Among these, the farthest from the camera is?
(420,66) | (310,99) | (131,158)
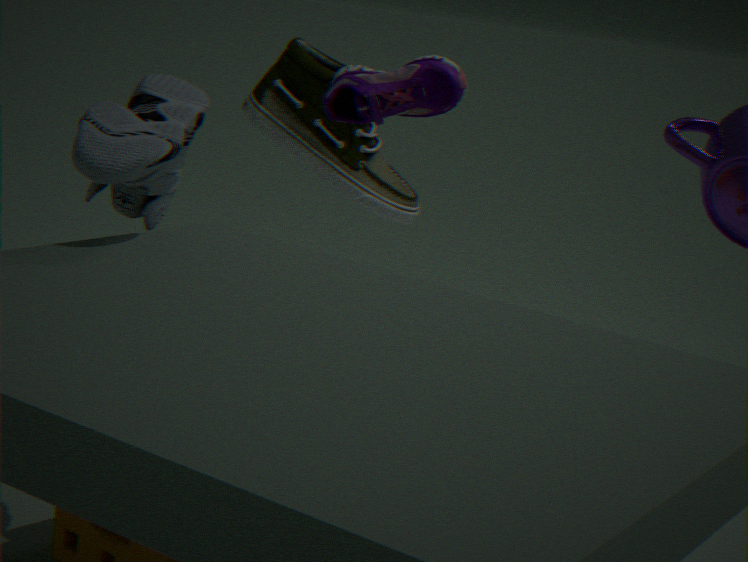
(310,99)
